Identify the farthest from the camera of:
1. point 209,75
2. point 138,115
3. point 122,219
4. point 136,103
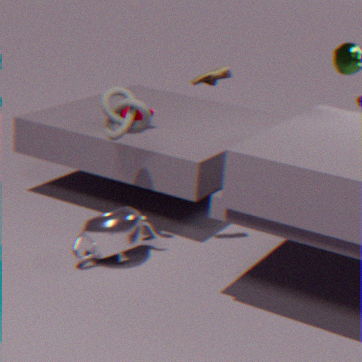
point 138,115
